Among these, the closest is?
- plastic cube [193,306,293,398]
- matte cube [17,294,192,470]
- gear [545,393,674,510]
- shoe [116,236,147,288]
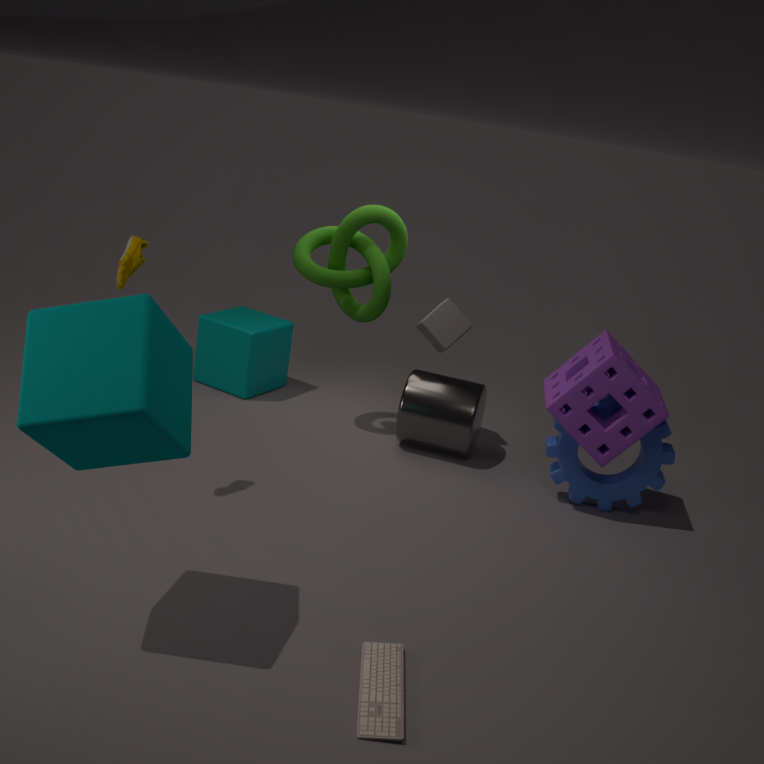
matte cube [17,294,192,470]
